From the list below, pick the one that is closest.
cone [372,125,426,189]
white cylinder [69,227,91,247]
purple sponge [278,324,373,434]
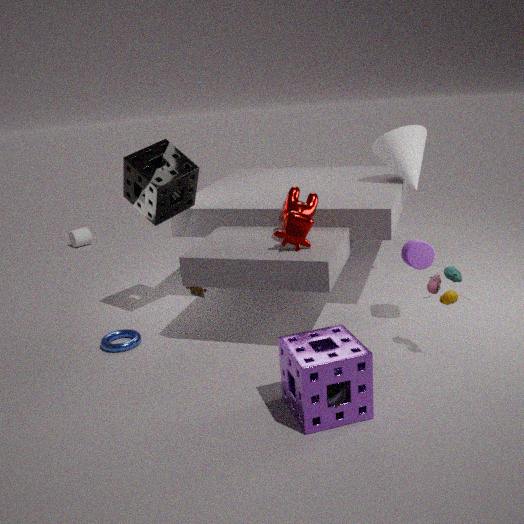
purple sponge [278,324,373,434]
